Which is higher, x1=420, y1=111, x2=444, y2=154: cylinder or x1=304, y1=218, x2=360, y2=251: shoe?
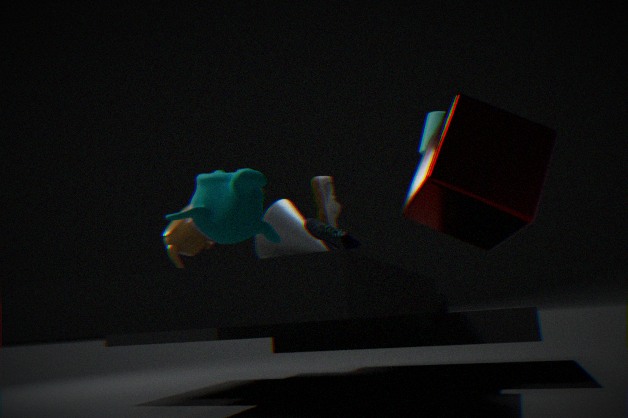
x1=420, y1=111, x2=444, y2=154: cylinder
